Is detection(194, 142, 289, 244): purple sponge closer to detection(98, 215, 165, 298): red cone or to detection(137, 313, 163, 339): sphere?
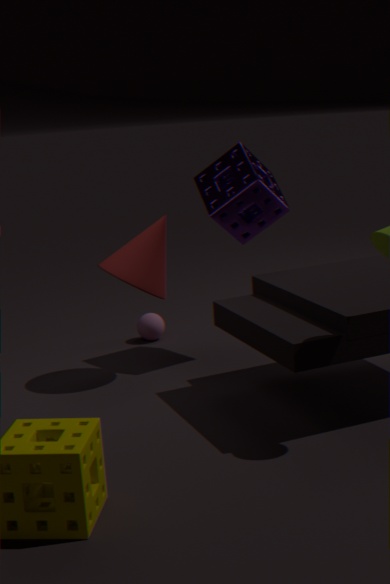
detection(98, 215, 165, 298): red cone
